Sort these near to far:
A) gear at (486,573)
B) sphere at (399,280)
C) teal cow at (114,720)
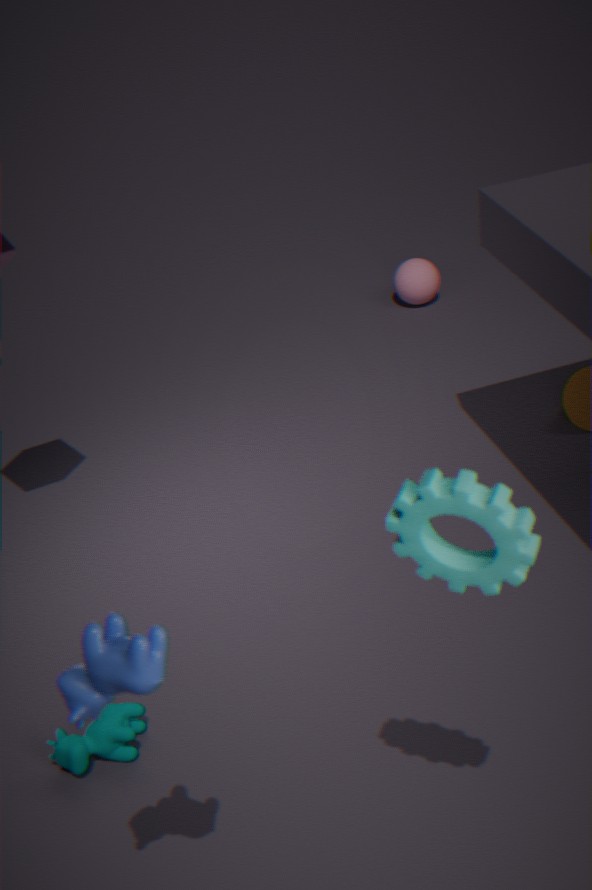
gear at (486,573)
teal cow at (114,720)
sphere at (399,280)
